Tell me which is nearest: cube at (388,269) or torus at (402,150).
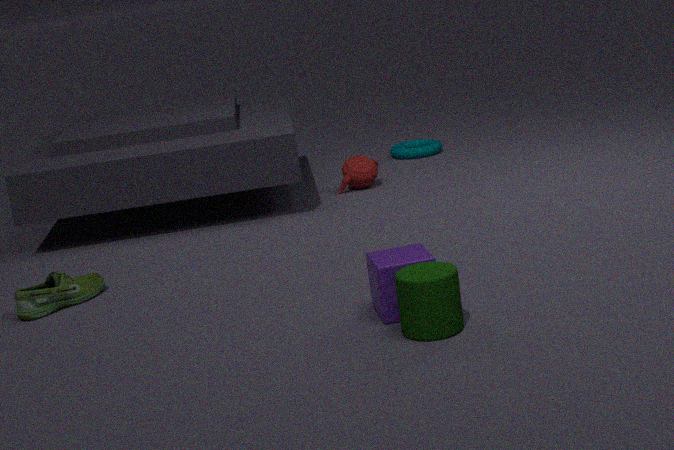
cube at (388,269)
